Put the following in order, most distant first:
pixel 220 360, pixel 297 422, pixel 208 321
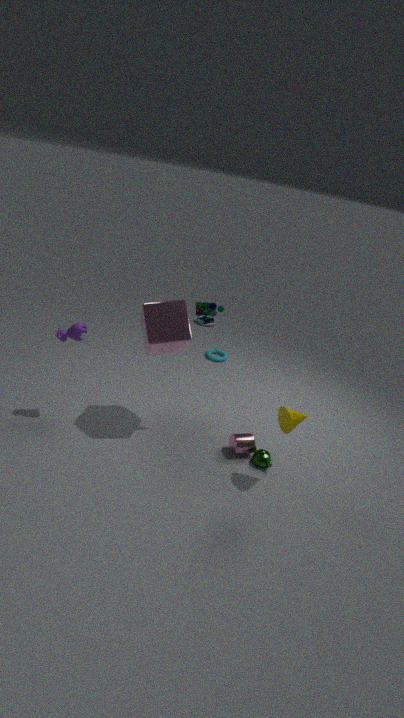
pixel 208 321 → pixel 220 360 → pixel 297 422
